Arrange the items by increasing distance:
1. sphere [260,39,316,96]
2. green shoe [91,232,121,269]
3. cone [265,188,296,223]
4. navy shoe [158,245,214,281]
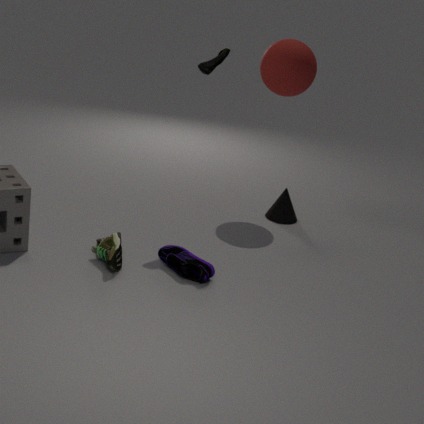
green shoe [91,232,121,269] → navy shoe [158,245,214,281] → sphere [260,39,316,96] → cone [265,188,296,223]
